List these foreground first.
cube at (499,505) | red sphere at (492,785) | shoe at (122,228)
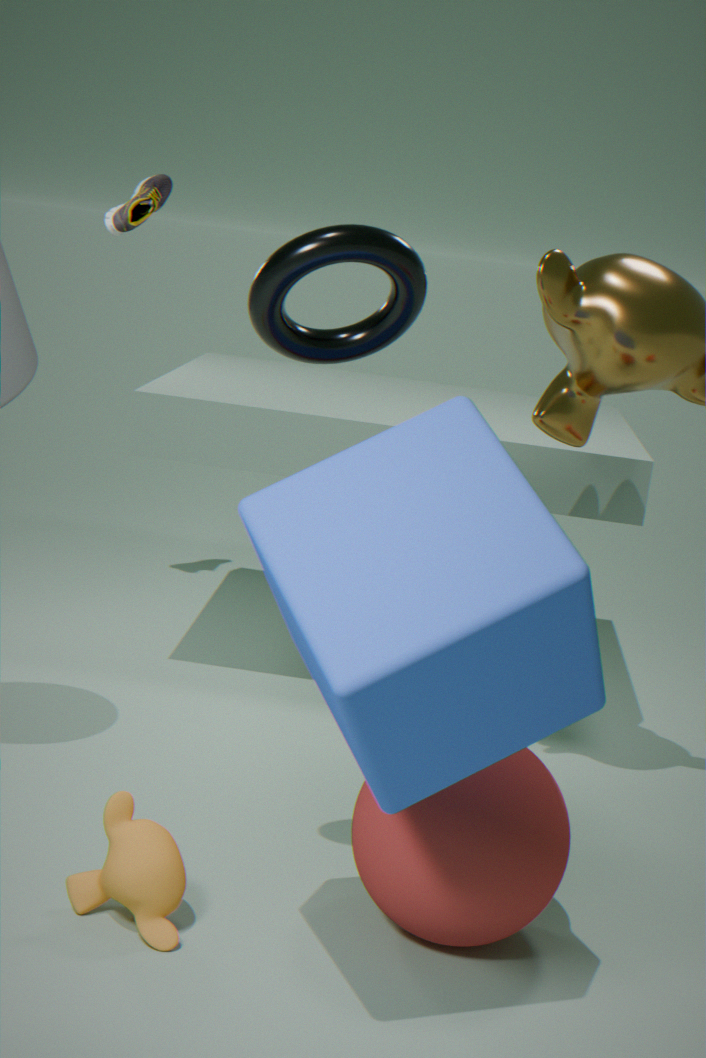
cube at (499,505) < red sphere at (492,785) < shoe at (122,228)
